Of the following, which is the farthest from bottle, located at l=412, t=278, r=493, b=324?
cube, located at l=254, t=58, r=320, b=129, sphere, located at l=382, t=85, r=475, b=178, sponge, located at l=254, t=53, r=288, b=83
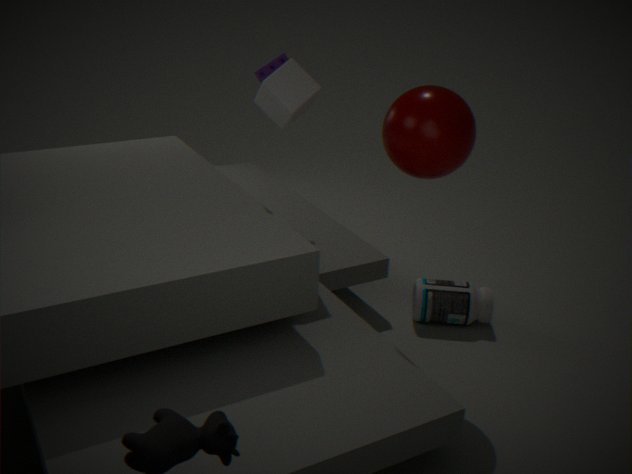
sponge, located at l=254, t=53, r=288, b=83
